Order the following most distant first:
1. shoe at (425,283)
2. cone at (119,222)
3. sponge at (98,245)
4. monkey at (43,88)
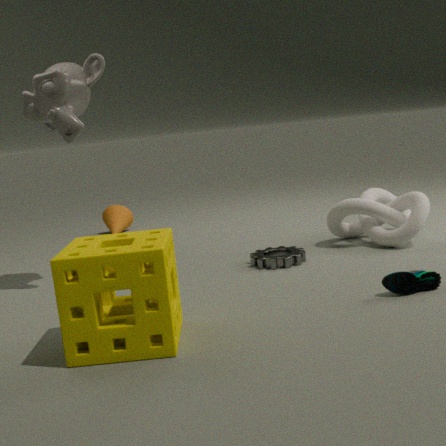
cone at (119,222)
monkey at (43,88)
shoe at (425,283)
sponge at (98,245)
